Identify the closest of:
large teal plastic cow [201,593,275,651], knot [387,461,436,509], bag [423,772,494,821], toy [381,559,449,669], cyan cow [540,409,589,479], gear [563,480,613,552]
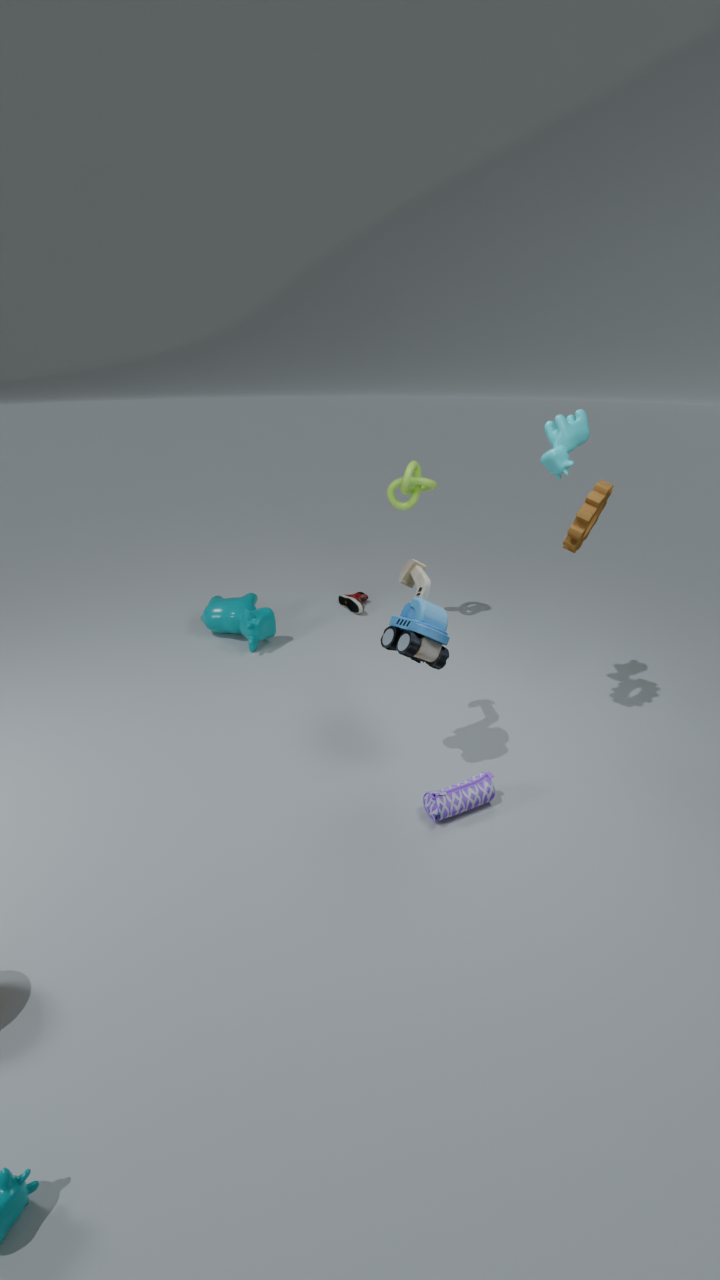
toy [381,559,449,669]
